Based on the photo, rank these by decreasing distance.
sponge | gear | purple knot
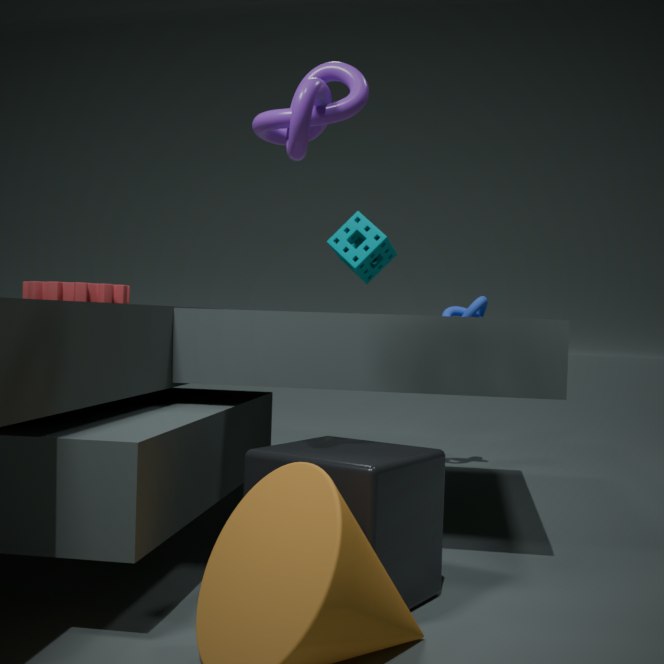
sponge
gear
purple knot
